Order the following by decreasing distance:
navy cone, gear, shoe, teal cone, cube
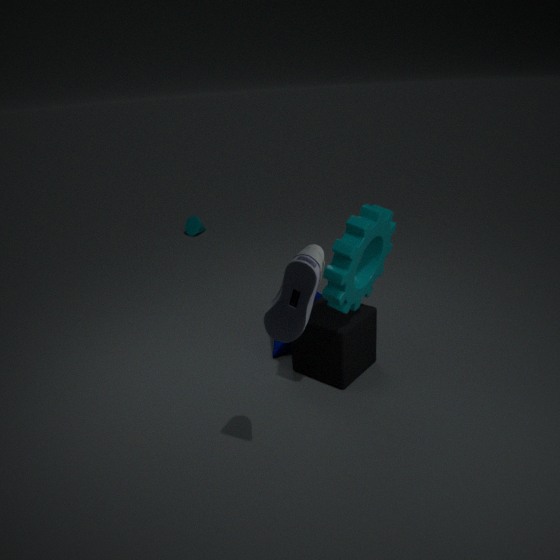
teal cone → navy cone → cube → gear → shoe
